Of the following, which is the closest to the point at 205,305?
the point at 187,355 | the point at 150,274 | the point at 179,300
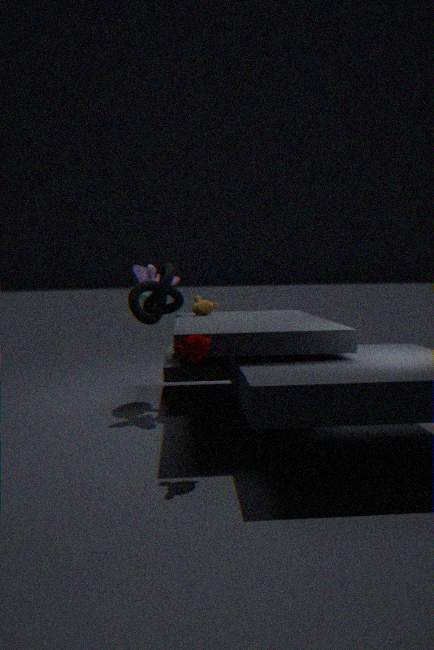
the point at 179,300
